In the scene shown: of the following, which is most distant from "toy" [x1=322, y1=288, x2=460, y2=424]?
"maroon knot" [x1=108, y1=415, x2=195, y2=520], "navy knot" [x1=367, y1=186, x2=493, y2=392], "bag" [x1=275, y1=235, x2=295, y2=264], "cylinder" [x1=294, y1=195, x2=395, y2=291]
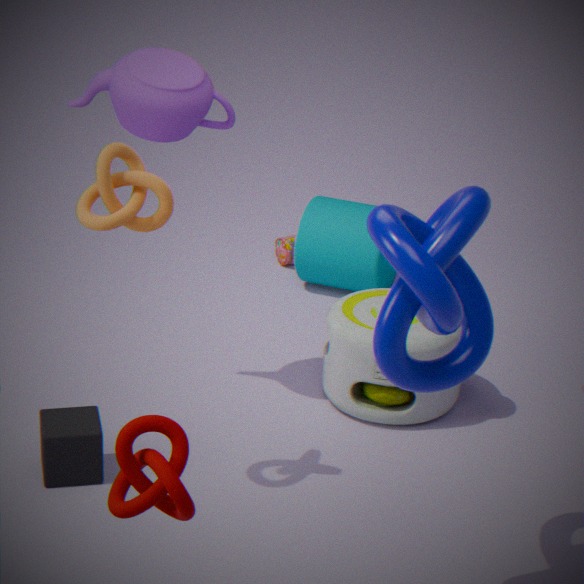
"maroon knot" [x1=108, y1=415, x2=195, y2=520]
